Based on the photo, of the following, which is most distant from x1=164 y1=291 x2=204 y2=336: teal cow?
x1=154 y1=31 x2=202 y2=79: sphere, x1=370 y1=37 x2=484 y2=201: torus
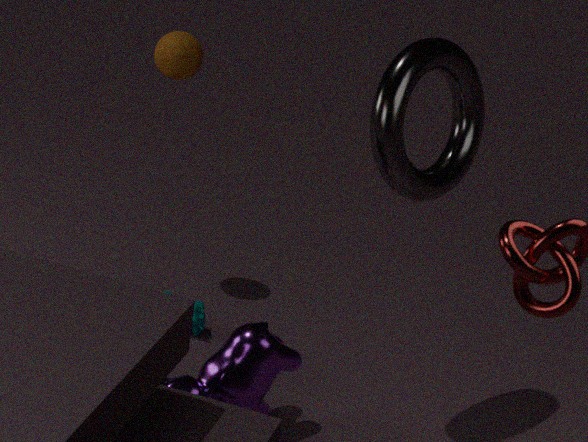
x1=370 y1=37 x2=484 y2=201: torus
